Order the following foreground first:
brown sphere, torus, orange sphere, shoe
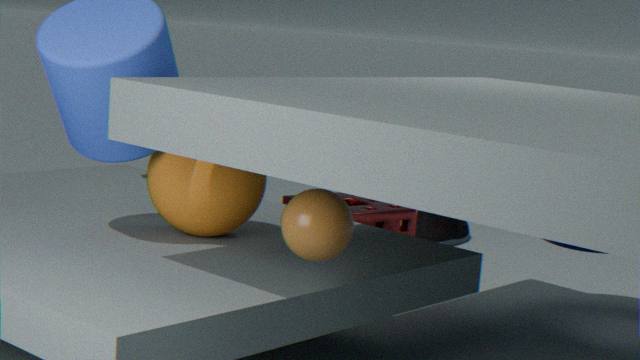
1. brown sphere
2. orange sphere
3. torus
4. shoe
